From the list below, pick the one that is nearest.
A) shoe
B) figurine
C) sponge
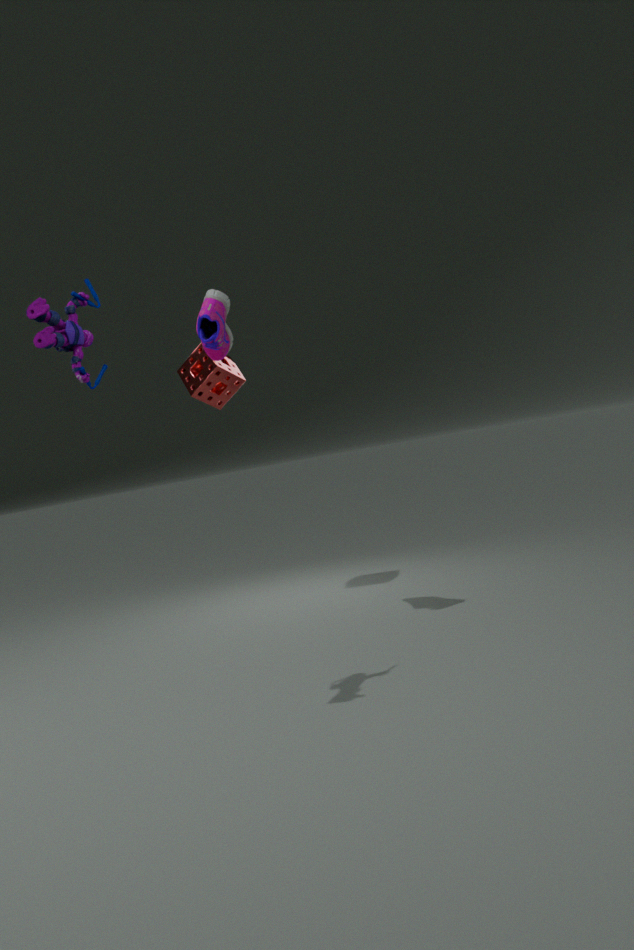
figurine
